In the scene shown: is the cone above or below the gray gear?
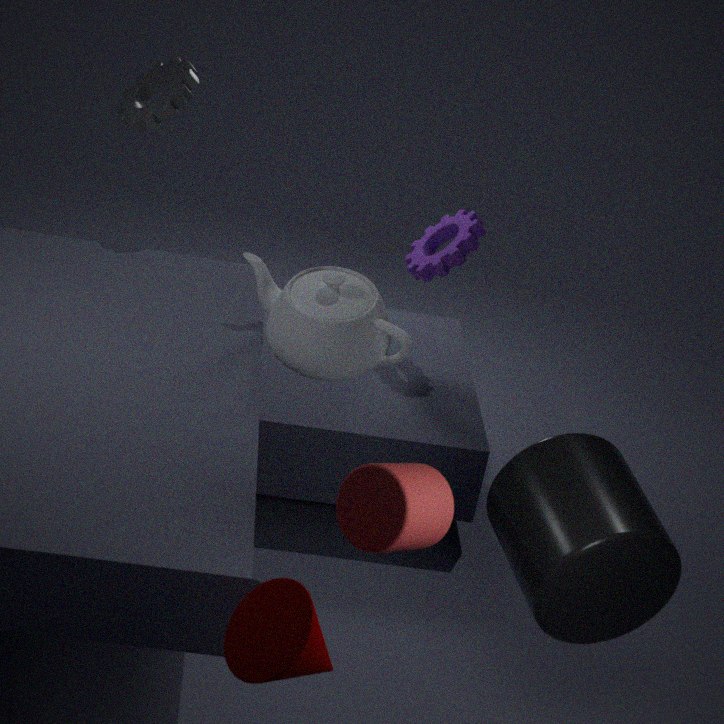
below
